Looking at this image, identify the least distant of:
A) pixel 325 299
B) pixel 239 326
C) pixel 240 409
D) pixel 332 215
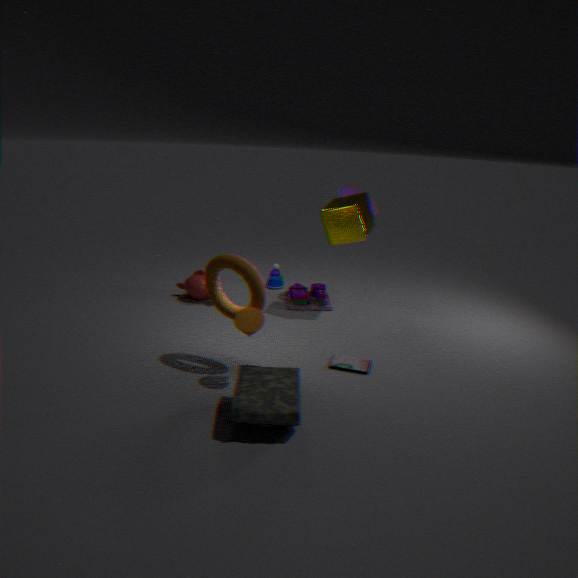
pixel 240 409
